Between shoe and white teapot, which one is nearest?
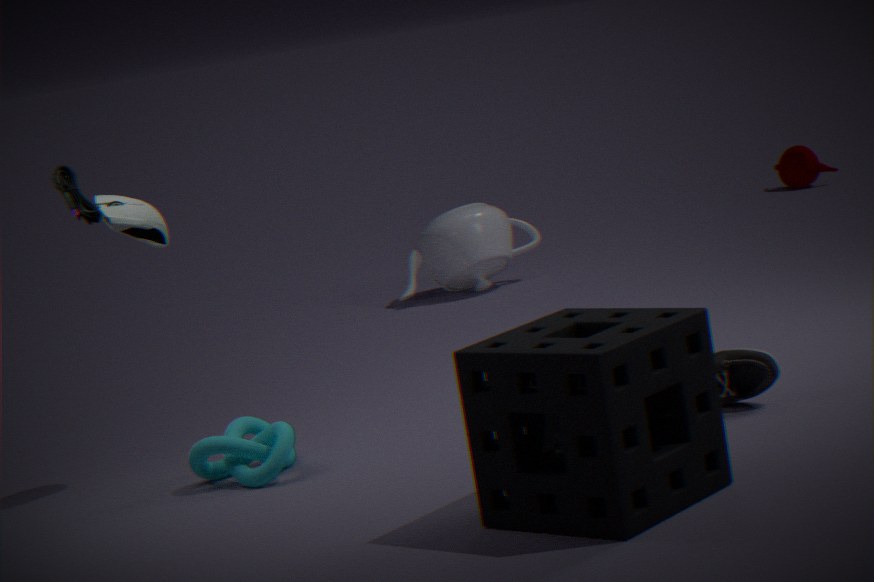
shoe
